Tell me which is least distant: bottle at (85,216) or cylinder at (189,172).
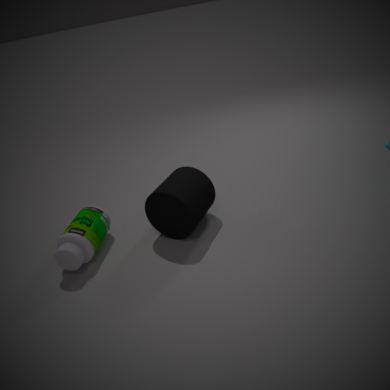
bottle at (85,216)
